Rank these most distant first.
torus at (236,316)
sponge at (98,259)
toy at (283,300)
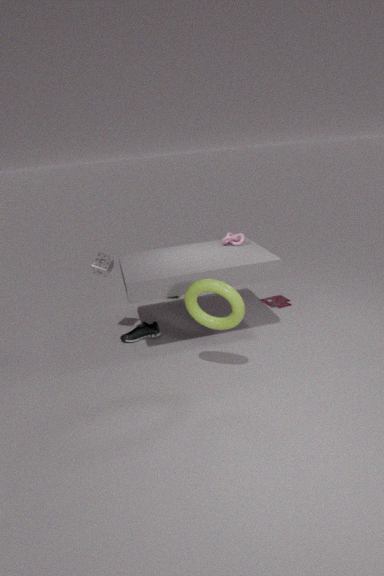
1. toy at (283,300)
2. sponge at (98,259)
3. torus at (236,316)
